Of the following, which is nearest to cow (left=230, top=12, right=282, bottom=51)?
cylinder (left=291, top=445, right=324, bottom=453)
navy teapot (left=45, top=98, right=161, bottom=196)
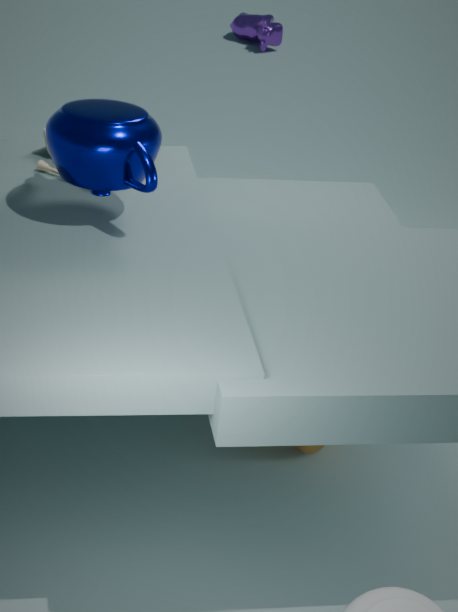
cylinder (left=291, top=445, right=324, bottom=453)
